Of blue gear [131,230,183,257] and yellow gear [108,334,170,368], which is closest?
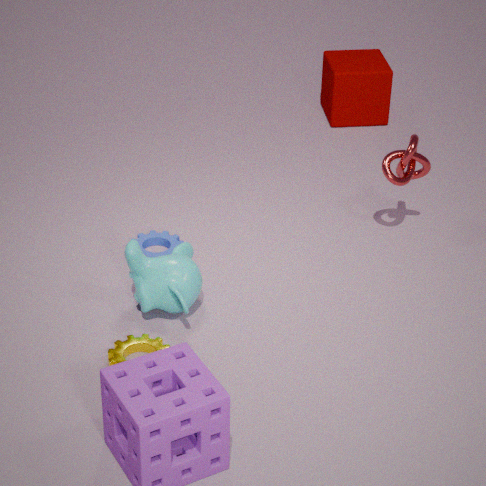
yellow gear [108,334,170,368]
